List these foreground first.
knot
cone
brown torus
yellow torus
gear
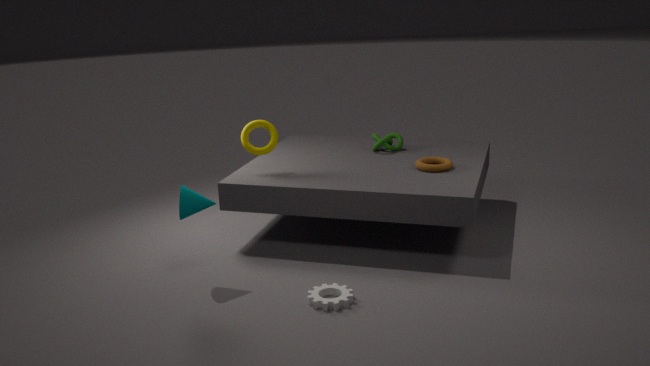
gear, cone, brown torus, yellow torus, knot
